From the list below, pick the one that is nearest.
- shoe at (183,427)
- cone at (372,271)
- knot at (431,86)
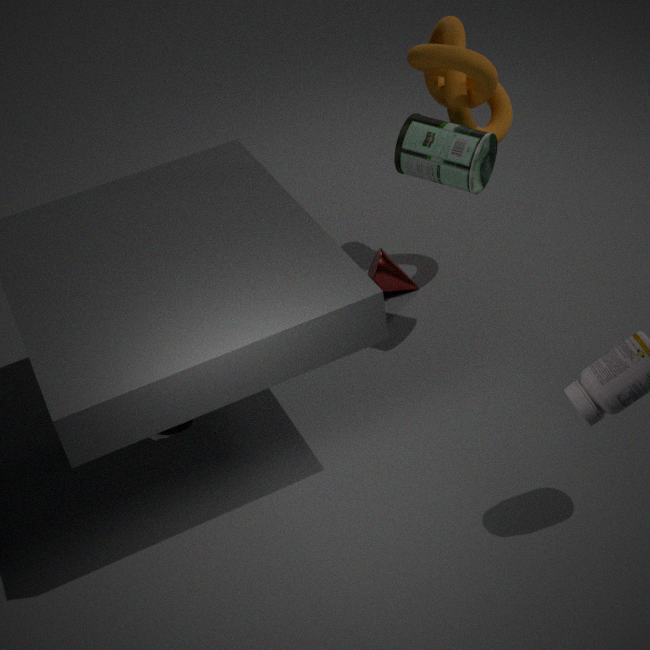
shoe at (183,427)
